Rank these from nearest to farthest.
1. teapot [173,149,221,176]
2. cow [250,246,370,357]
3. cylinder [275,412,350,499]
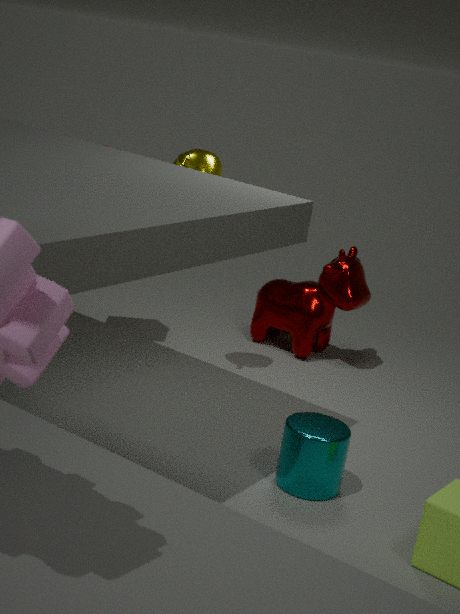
cylinder [275,412,350,499]
teapot [173,149,221,176]
cow [250,246,370,357]
